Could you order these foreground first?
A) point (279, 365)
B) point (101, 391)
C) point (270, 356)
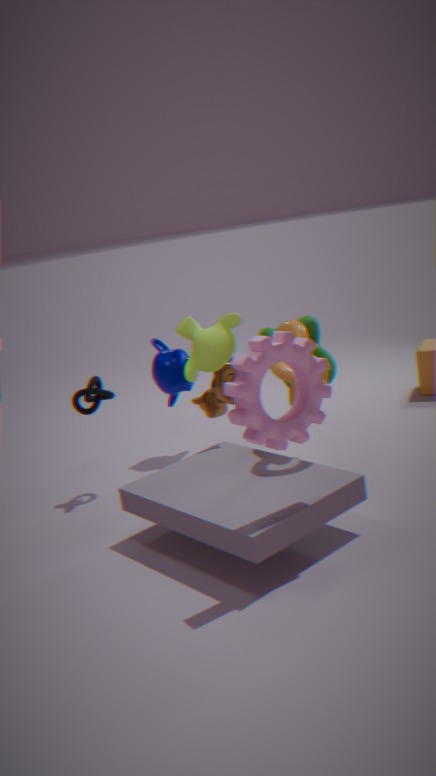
point (270, 356) → point (279, 365) → point (101, 391)
